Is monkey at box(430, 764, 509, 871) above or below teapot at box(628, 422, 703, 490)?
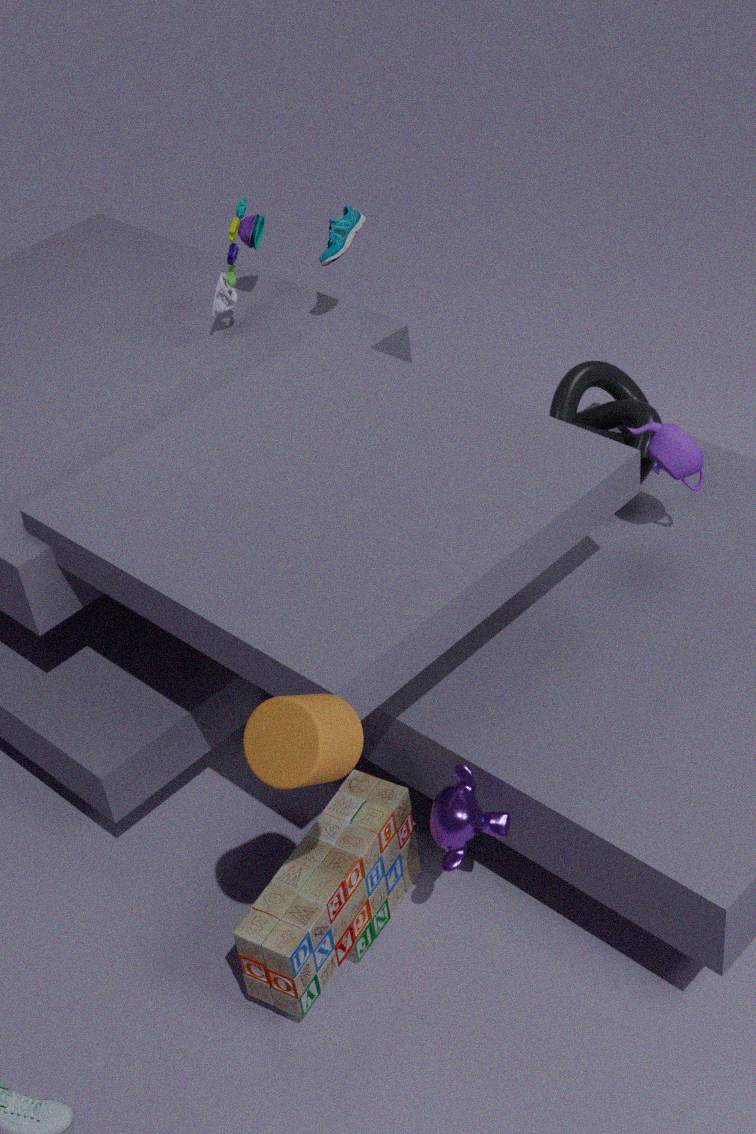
below
